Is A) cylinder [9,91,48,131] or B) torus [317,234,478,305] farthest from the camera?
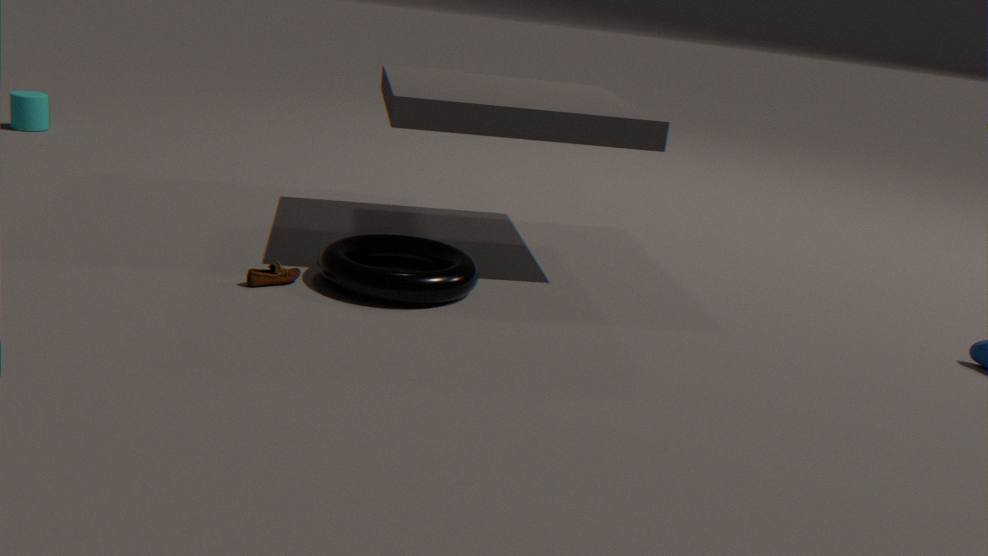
A. cylinder [9,91,48,131]
